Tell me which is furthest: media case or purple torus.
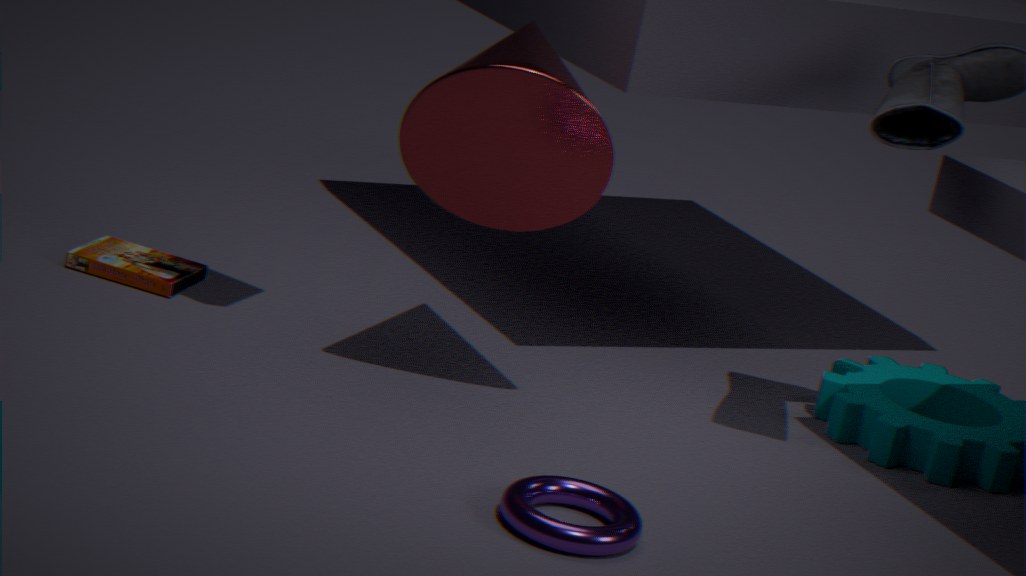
media case
